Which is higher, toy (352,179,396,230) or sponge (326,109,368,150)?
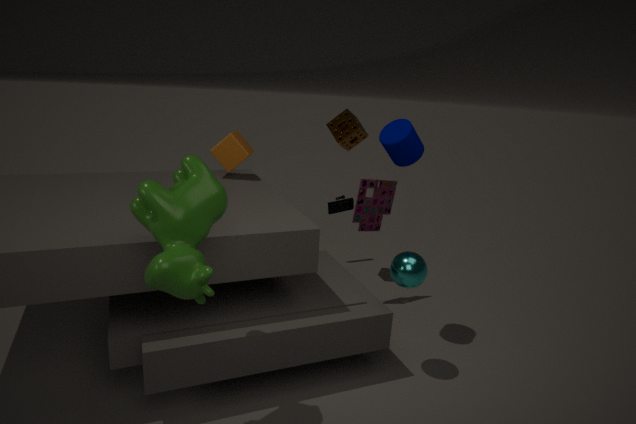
sponge (326,109,368,150)
